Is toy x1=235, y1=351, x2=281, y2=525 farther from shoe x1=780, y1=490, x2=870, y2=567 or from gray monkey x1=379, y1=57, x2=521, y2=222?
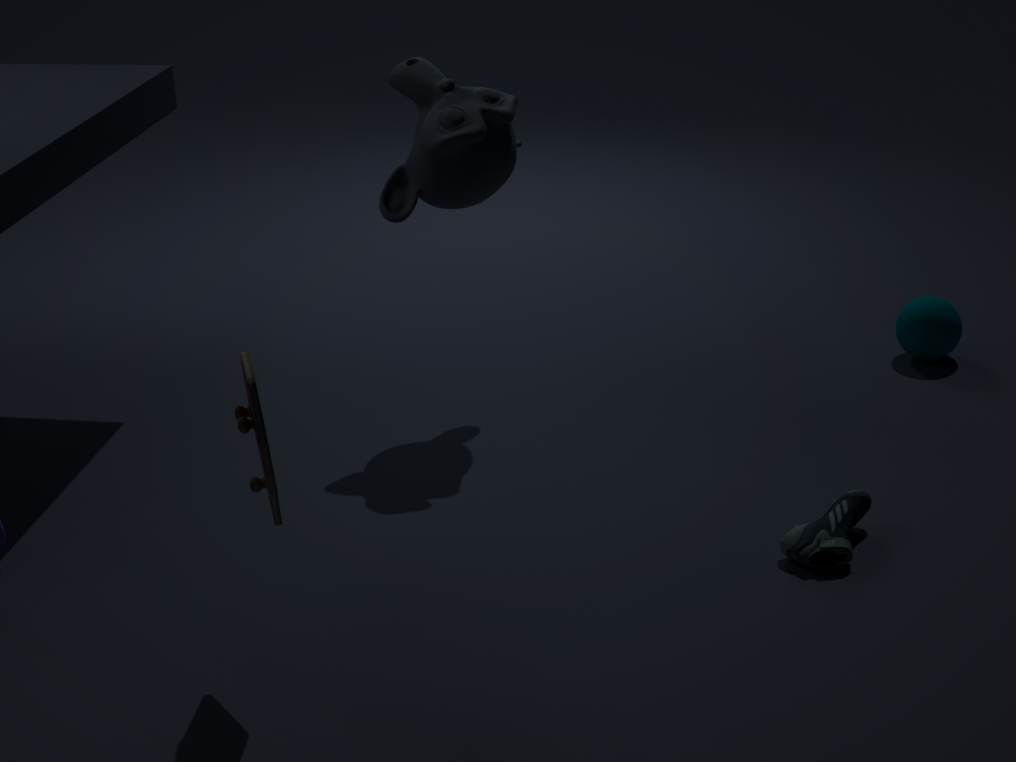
shoe x1=780, y1=490, x2=870, y2=567
